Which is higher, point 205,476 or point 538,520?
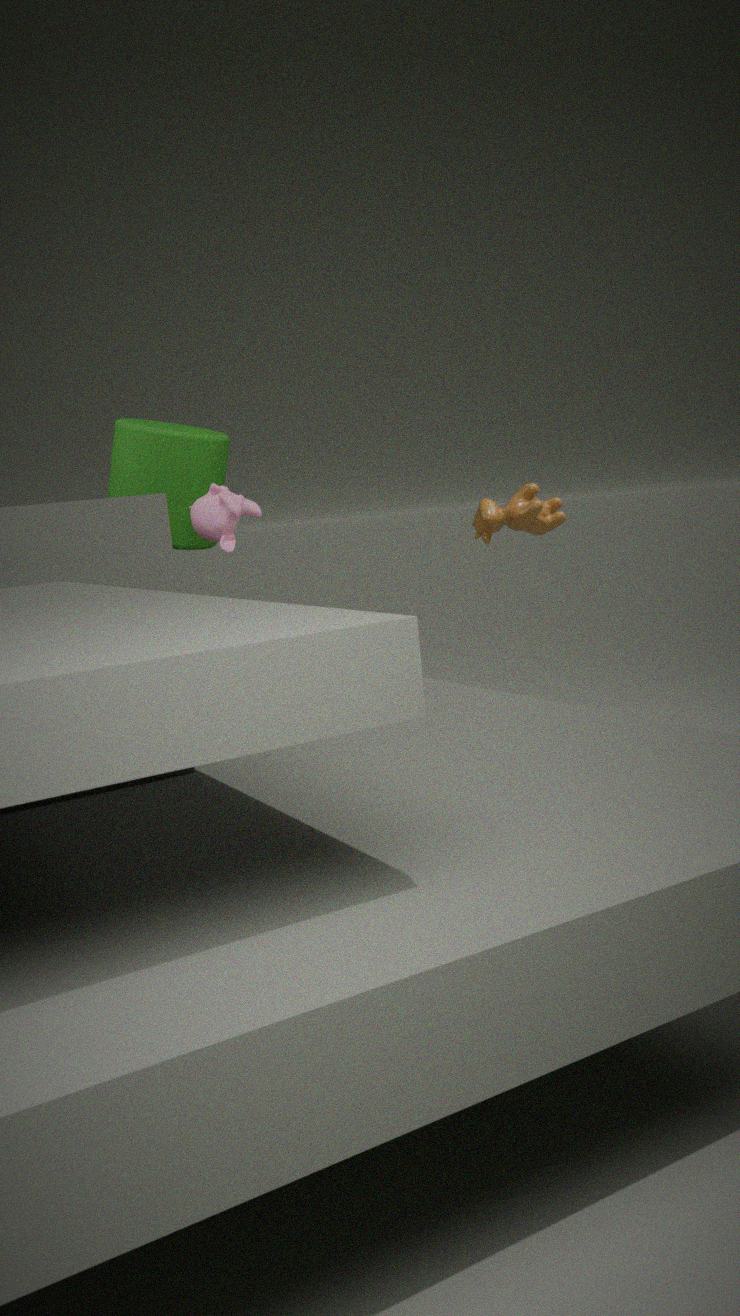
point 205,476
